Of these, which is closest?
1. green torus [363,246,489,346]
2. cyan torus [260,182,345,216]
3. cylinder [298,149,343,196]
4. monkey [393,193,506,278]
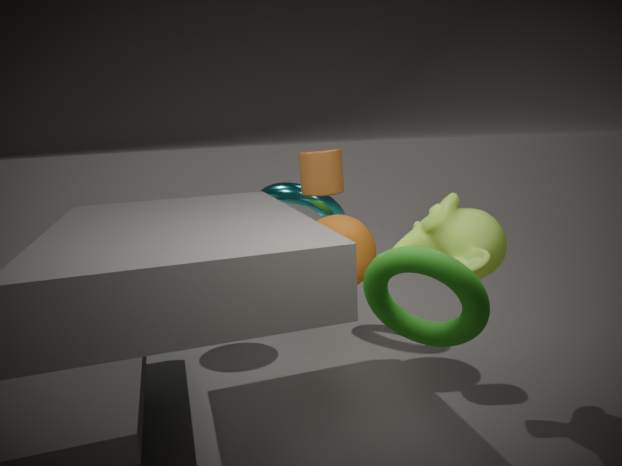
green torus [363,246,489,346]
